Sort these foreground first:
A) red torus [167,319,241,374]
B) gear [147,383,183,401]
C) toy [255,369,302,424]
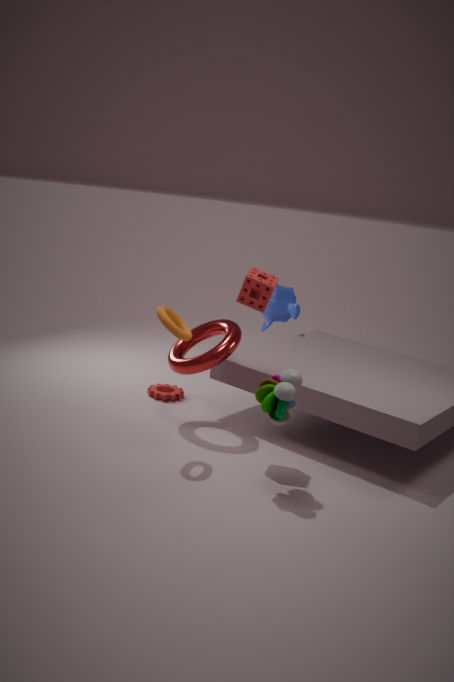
toy [255,369,302,424] → red torus [167,319,241,374] → gear [147,383,183,401]
